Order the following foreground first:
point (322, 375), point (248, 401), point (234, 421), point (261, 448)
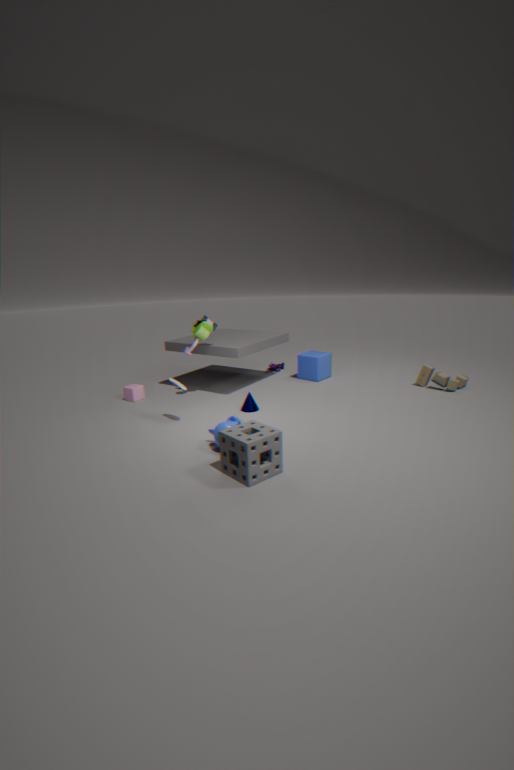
point (261, 448) → point (234, 421) → point (248, 401) → point (322, 375)
